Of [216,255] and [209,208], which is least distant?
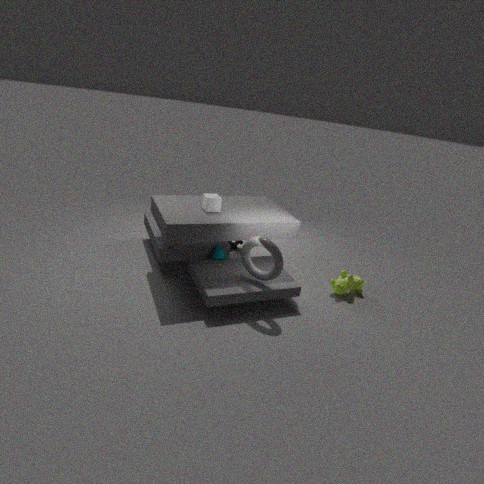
[209,208]
